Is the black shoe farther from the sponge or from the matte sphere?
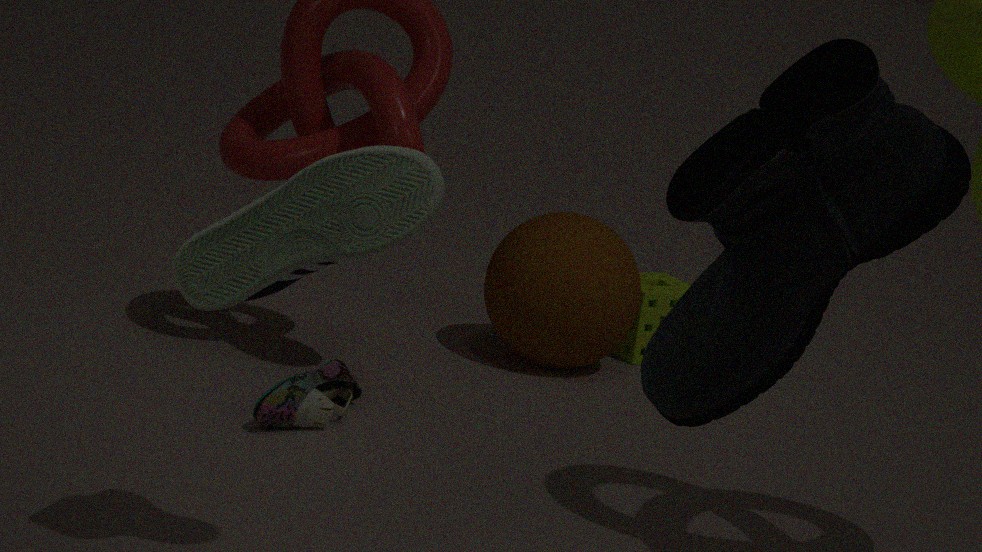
the sponge
